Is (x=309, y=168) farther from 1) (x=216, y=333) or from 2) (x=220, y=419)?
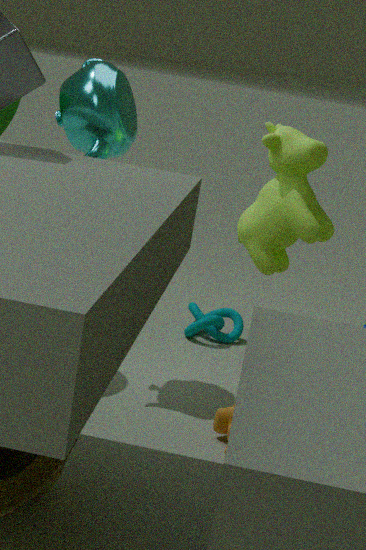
1) (x=216, y=333)
